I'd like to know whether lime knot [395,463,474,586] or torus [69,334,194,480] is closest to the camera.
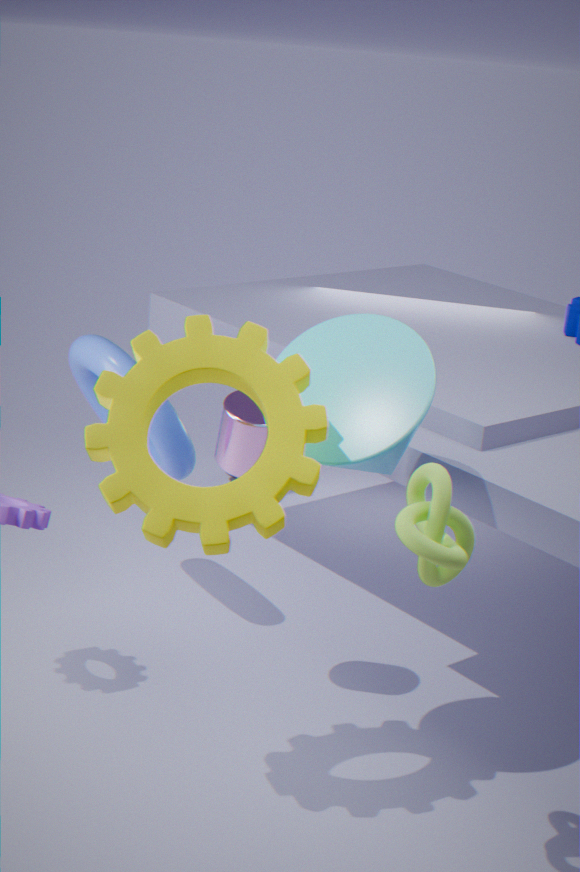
lime knot [395,463,474,586]
